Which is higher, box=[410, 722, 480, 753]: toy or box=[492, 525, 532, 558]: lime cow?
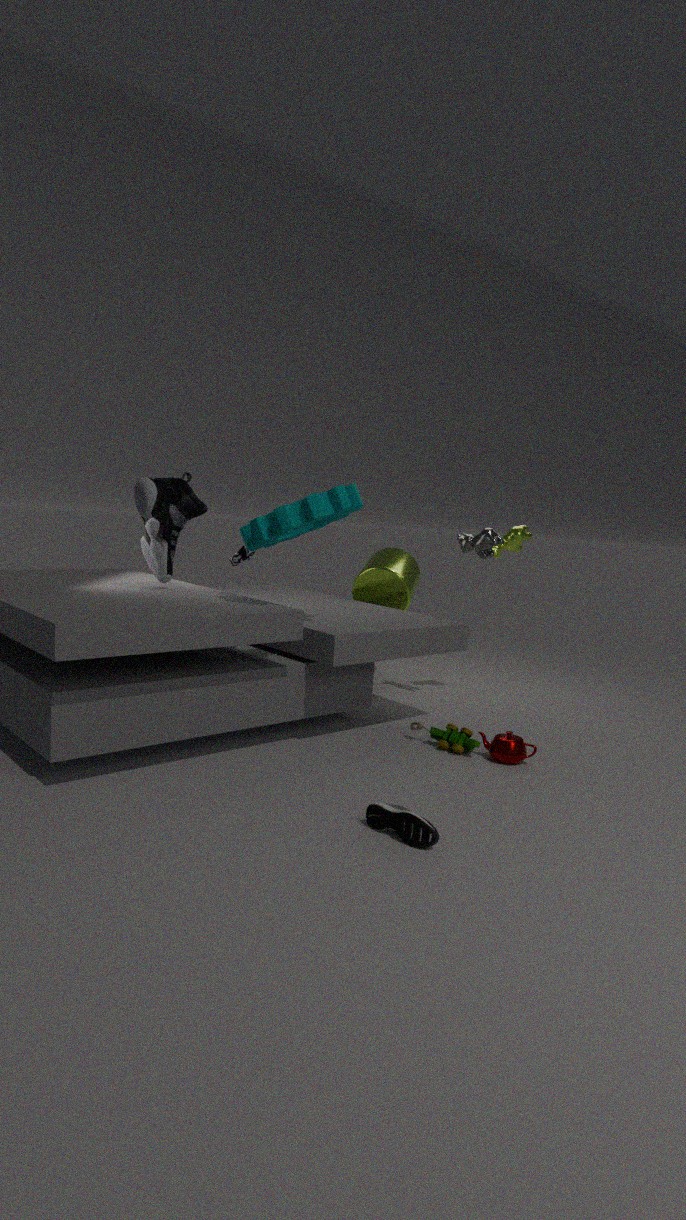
box=[492, 525, 532, 558]: lime cow
